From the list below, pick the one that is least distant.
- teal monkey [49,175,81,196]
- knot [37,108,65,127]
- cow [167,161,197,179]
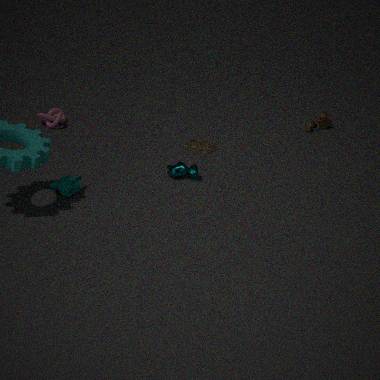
teal monkey [49,175,81,196]
